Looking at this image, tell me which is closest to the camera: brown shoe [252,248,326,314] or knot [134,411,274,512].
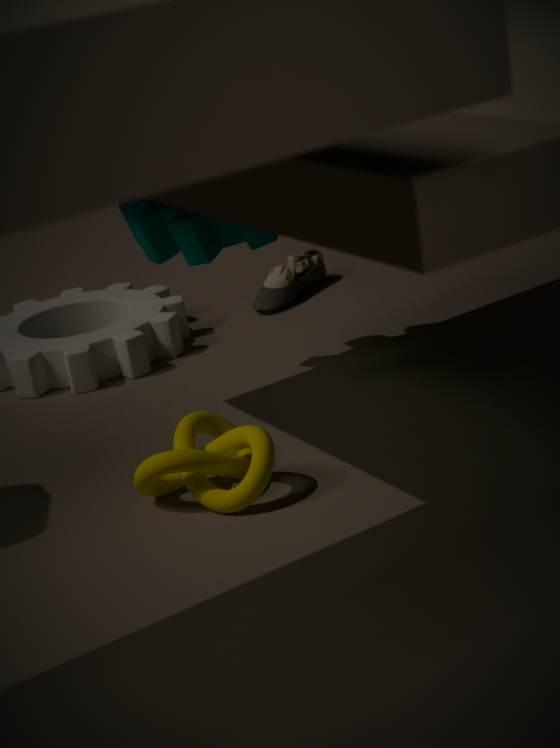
knot [134,411,274,512]
